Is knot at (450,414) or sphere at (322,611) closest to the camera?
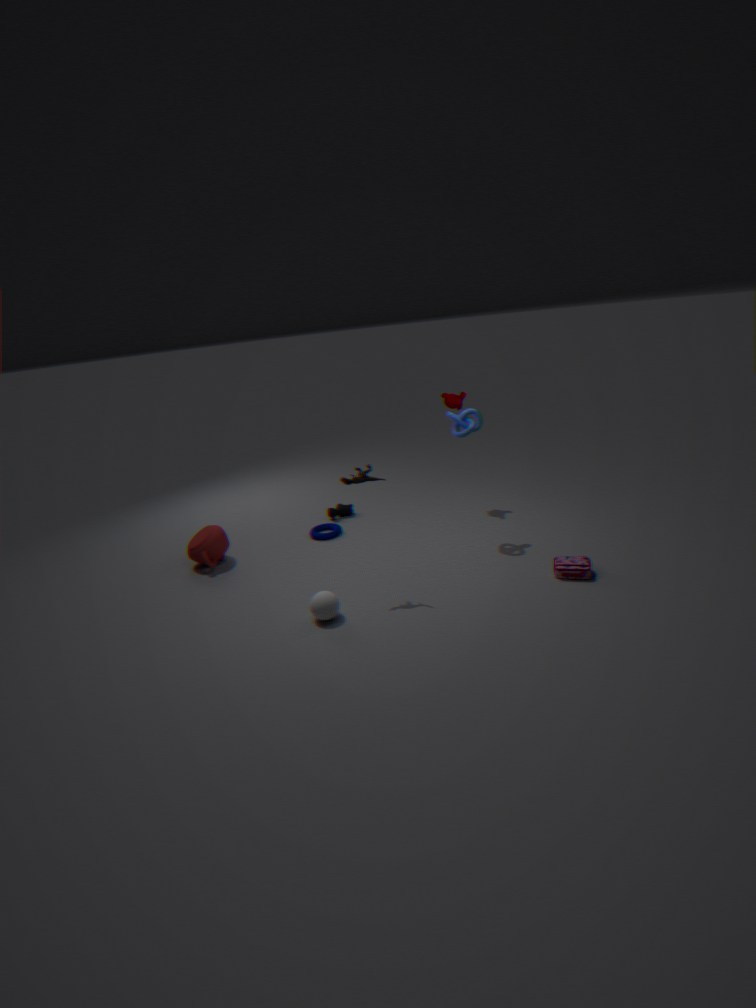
sphere at (322,611)
